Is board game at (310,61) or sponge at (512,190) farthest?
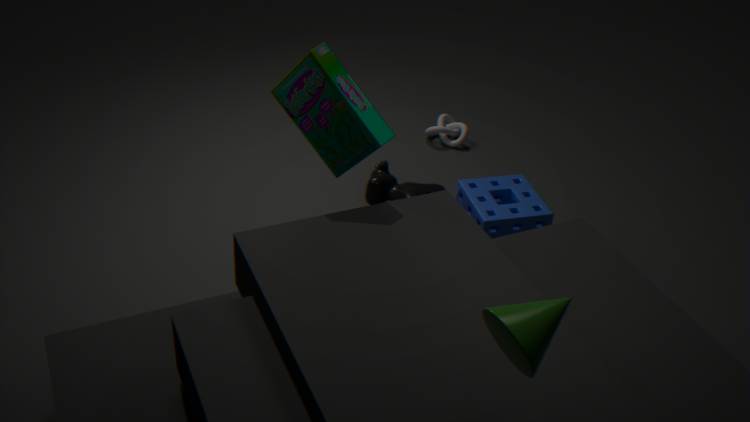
sponge at (512,190)
